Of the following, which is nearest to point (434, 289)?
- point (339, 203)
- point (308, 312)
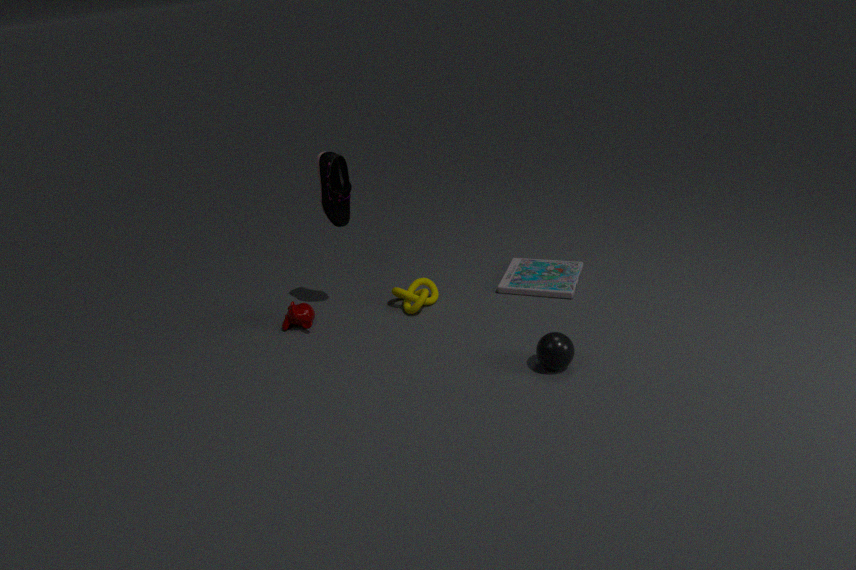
point (308, 312)
